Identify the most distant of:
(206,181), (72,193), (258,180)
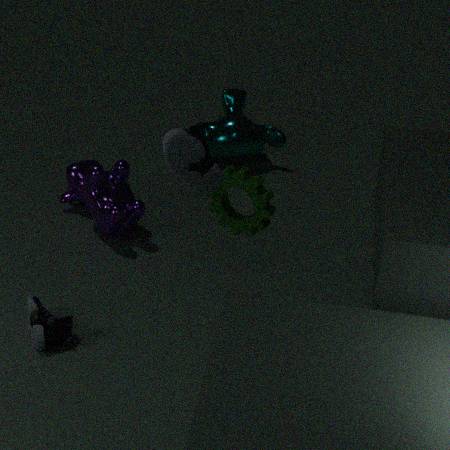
(72,193)
